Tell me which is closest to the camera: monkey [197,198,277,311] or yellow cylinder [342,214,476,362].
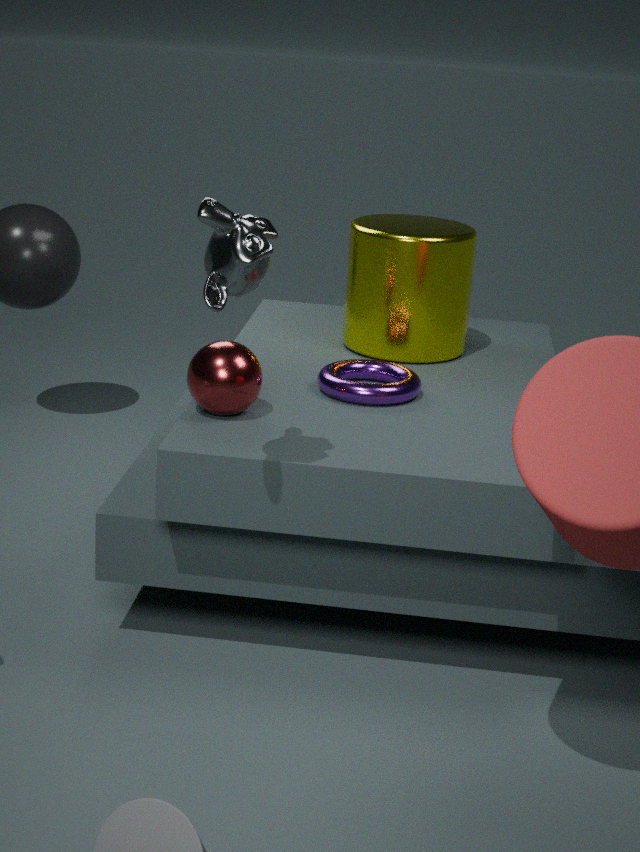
monkey [197,198,277,311]
